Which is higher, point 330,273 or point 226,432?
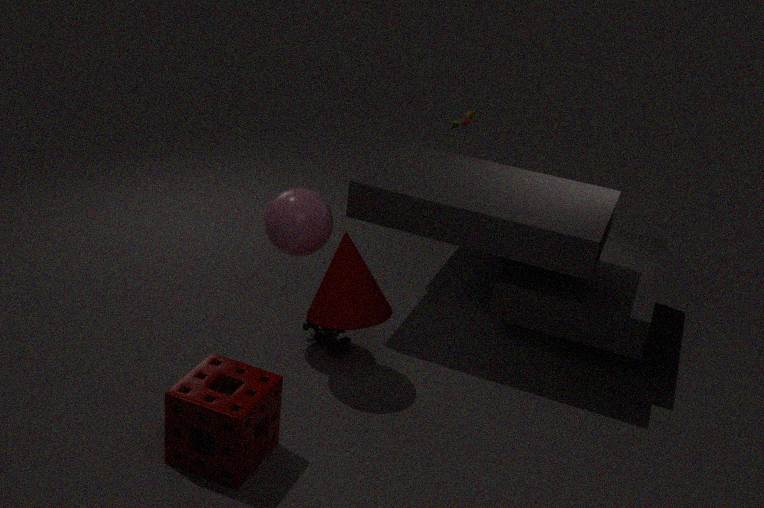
point 330,273
